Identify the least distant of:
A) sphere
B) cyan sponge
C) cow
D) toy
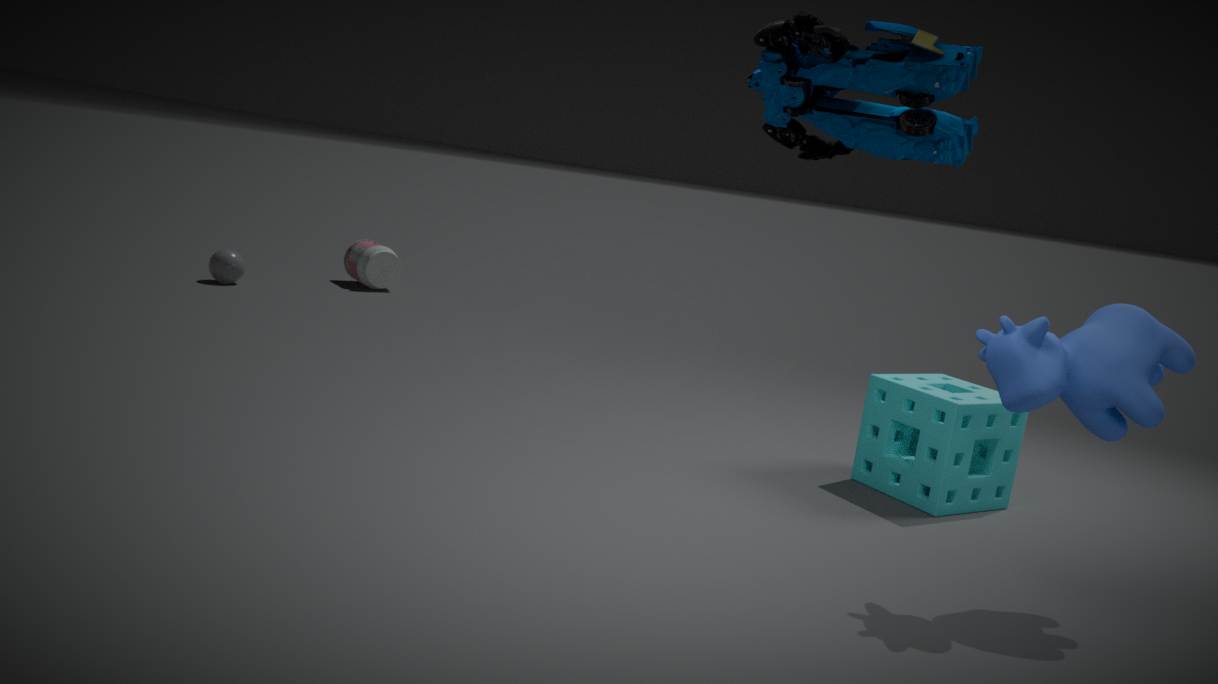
toy
